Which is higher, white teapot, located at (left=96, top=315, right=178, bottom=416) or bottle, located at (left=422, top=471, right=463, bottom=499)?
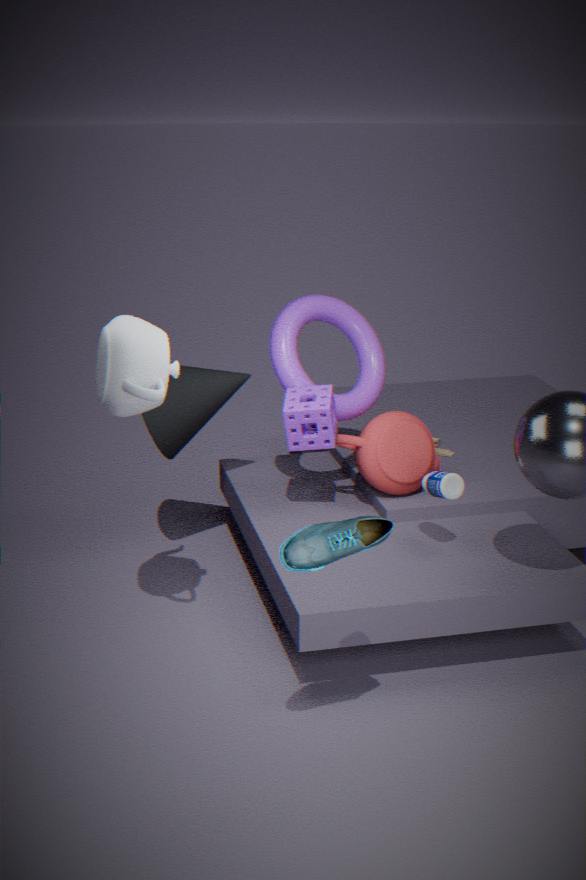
white teapot, located at (left=96, top=315, right=178, bottom=416)
